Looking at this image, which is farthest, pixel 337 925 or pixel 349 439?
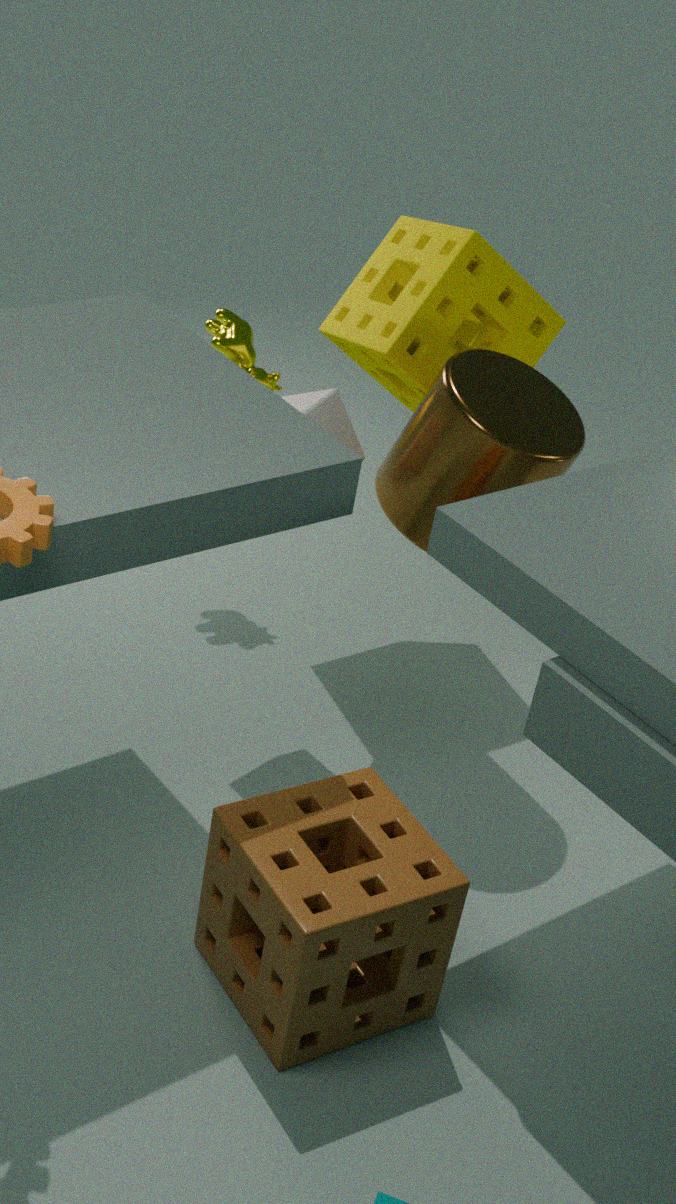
pixel 349 439
